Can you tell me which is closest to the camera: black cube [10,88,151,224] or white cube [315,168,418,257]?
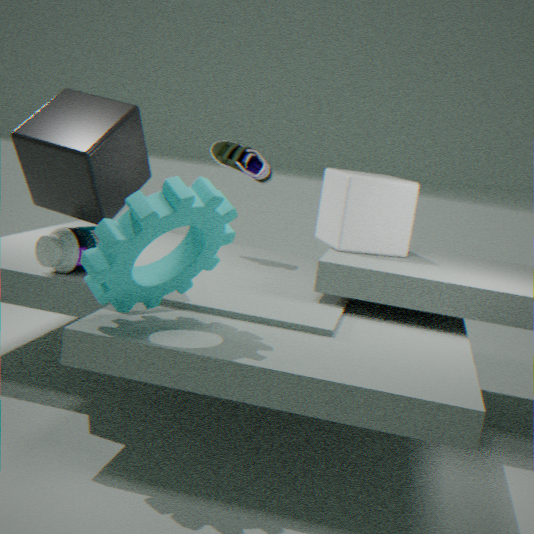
black cube [10,88,151,224]
